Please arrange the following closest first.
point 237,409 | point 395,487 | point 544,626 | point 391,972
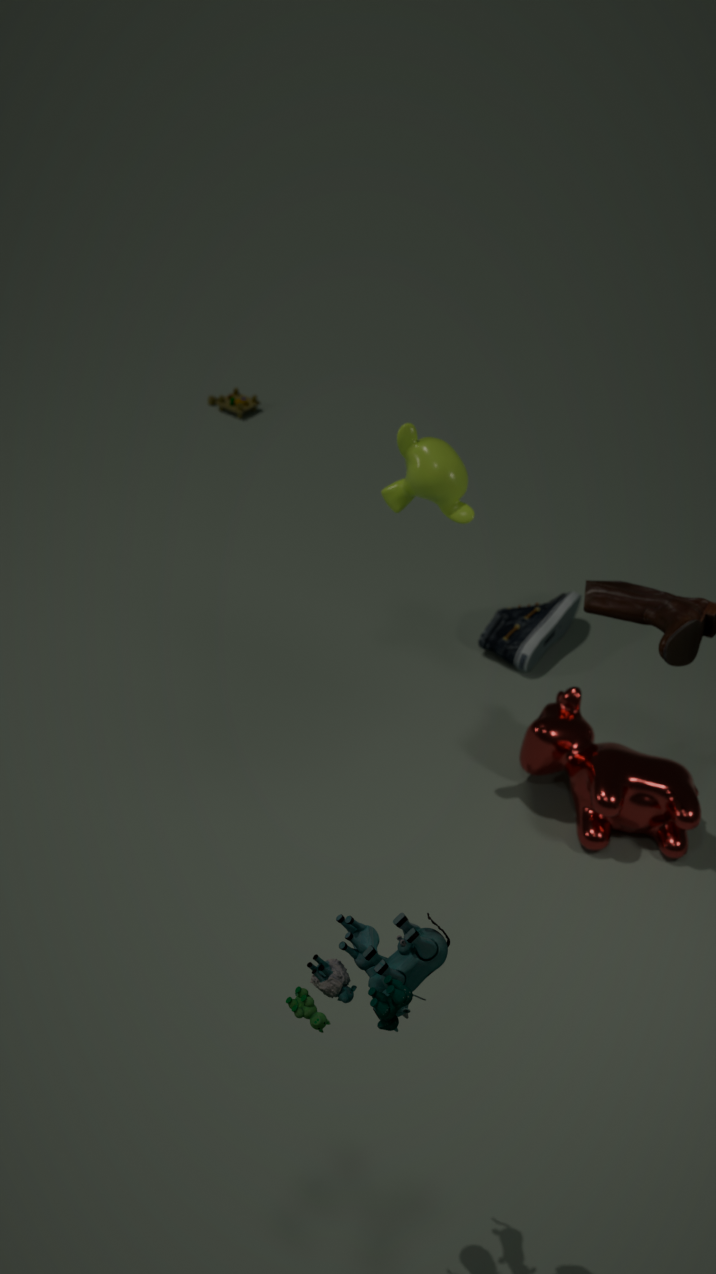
point 391,972, point 395,487, point 544,626, point 237,409
